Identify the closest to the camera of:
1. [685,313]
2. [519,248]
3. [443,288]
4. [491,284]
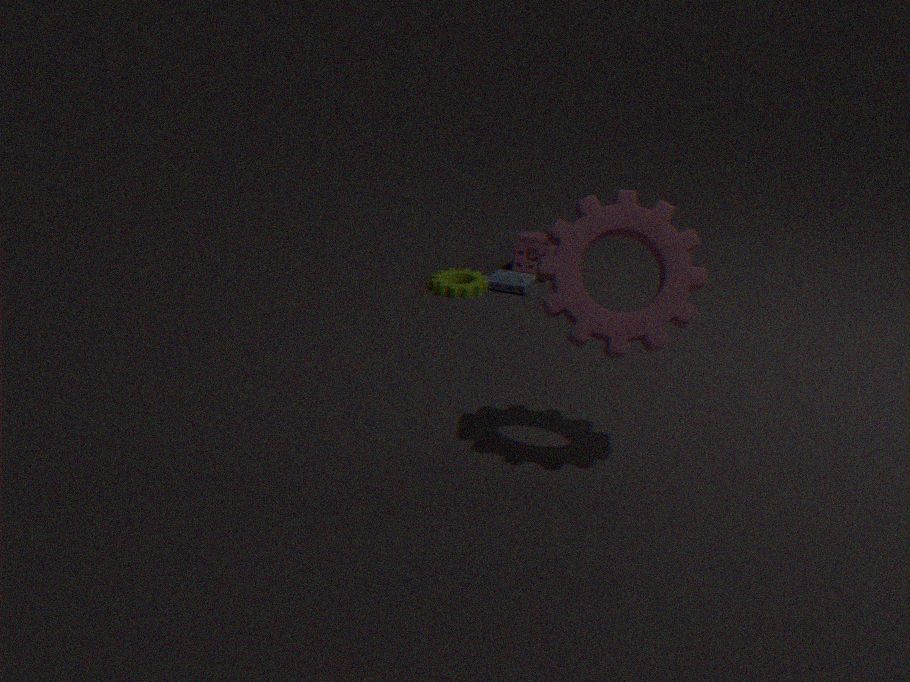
[685,313]
